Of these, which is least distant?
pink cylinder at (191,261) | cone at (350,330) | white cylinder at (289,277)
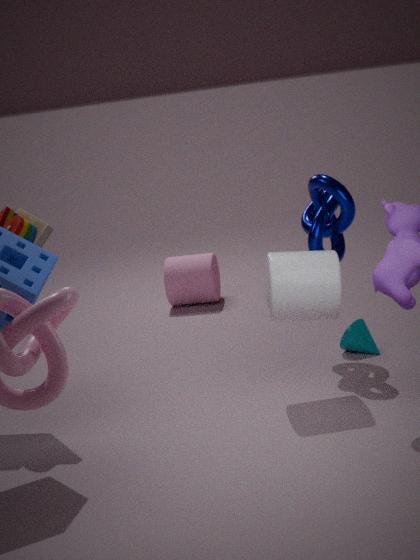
white cylinder at (289,277)
